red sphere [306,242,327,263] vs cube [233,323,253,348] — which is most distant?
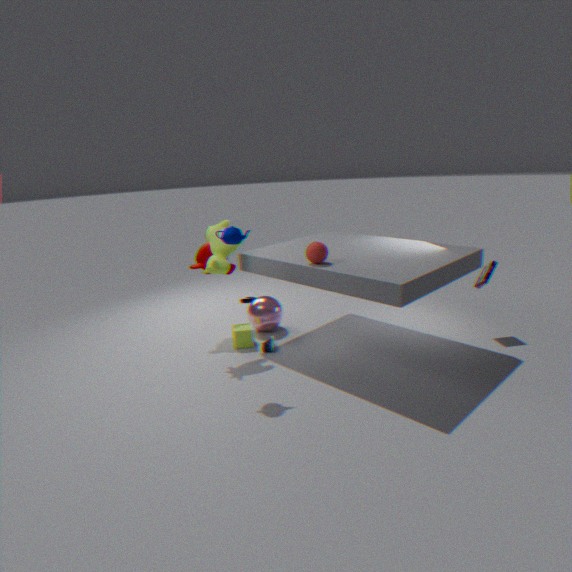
cube [233,323,253,348]
